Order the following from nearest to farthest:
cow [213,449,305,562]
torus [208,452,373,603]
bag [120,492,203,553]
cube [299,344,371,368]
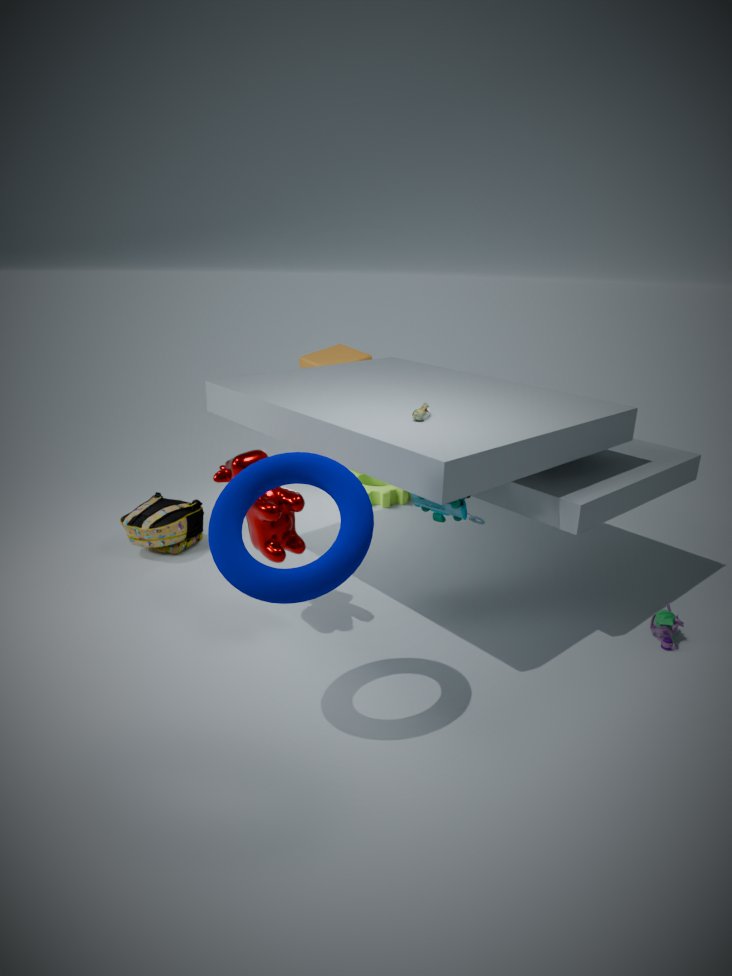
1. torus [208,452,373,603]
2. cow [213,449,305,562]
3. bag [120,492,203,553]
4. cube [299,344,371,368]
